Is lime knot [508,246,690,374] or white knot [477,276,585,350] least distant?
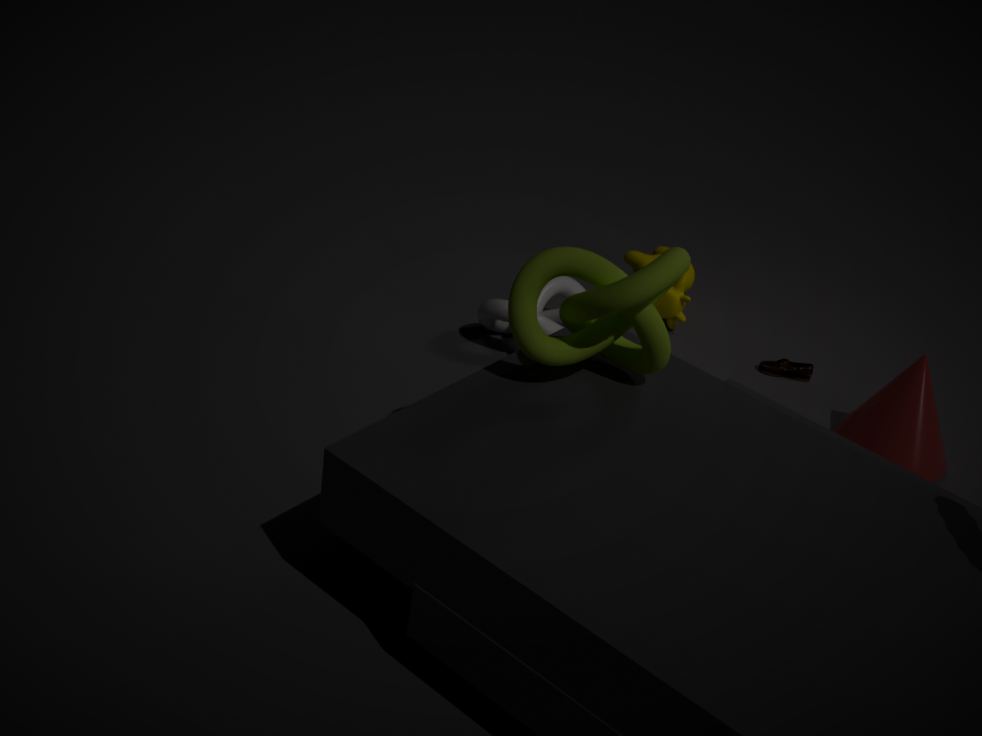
lime knot [508,246,690,374]
